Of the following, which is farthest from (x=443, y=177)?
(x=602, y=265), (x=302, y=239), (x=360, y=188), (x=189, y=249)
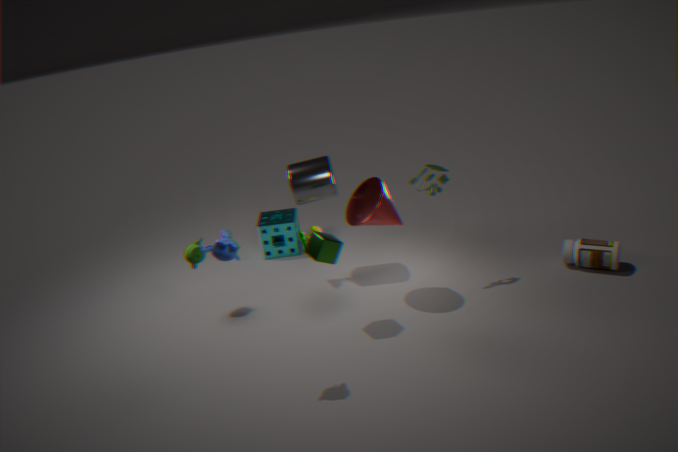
(x=189, y=249)
